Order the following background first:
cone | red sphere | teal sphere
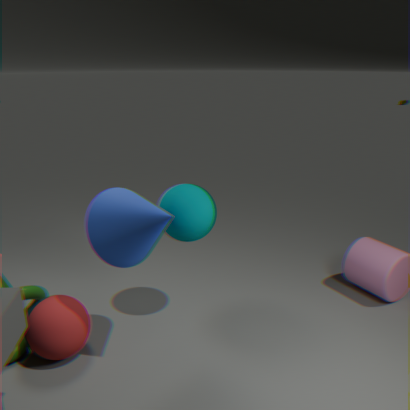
teal sphere < red sphere < cone
